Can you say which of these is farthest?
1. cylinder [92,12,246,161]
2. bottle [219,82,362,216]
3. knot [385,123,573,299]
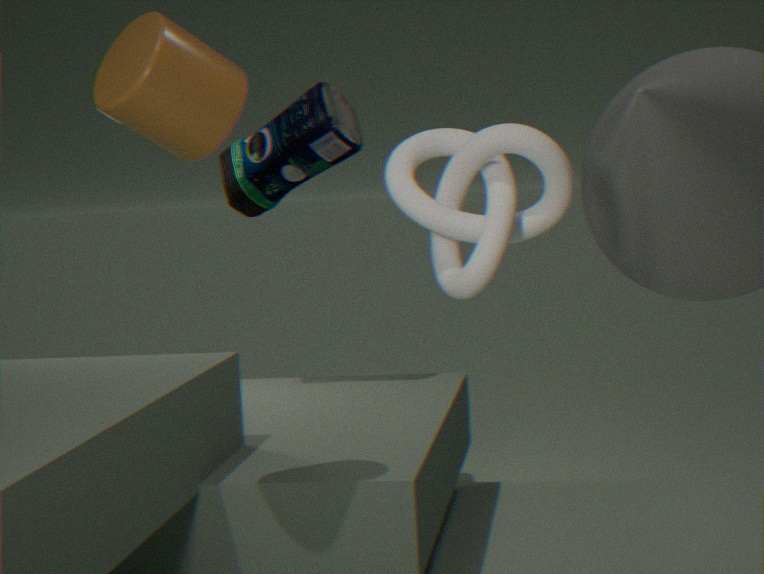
bottle [219,82,362,216]
